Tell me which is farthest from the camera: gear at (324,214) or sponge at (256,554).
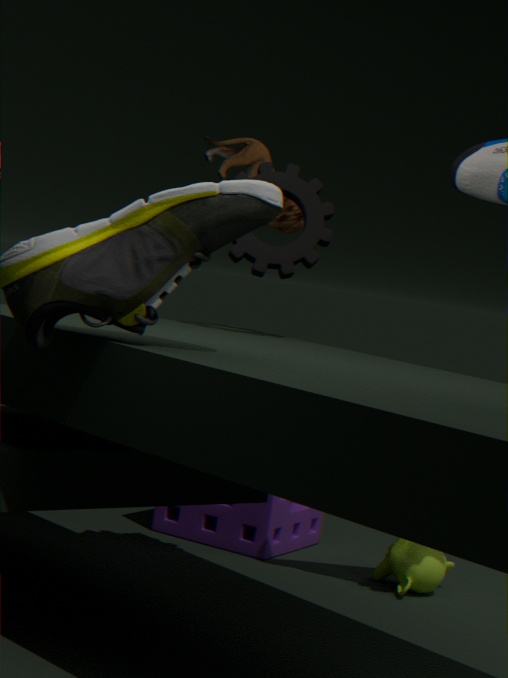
sponge at (256,554)
